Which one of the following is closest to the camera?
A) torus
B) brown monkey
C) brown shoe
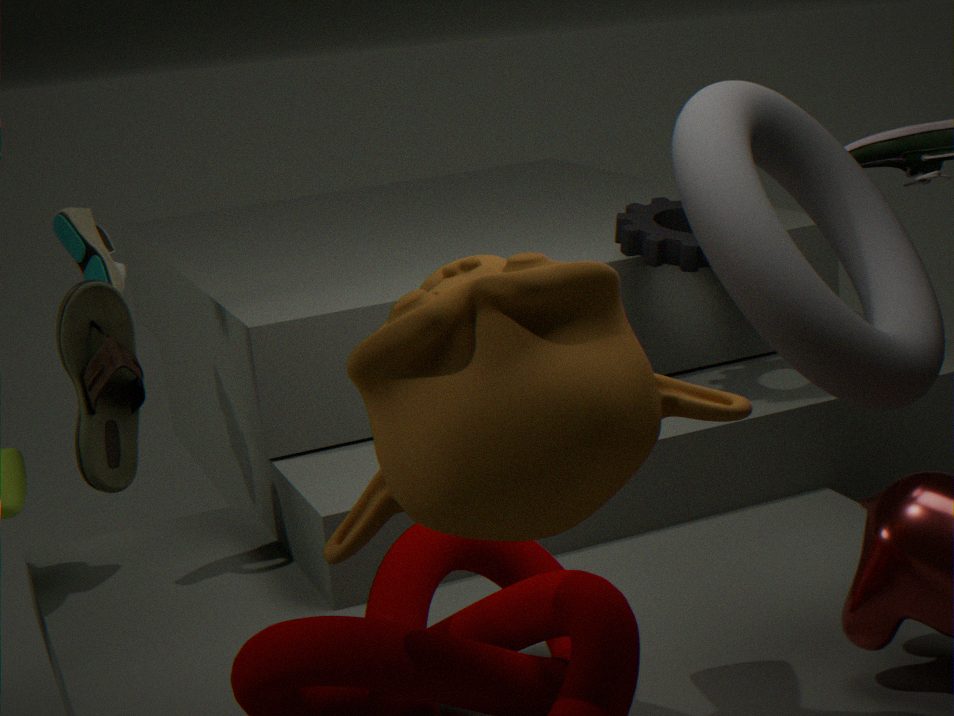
brown monkey
